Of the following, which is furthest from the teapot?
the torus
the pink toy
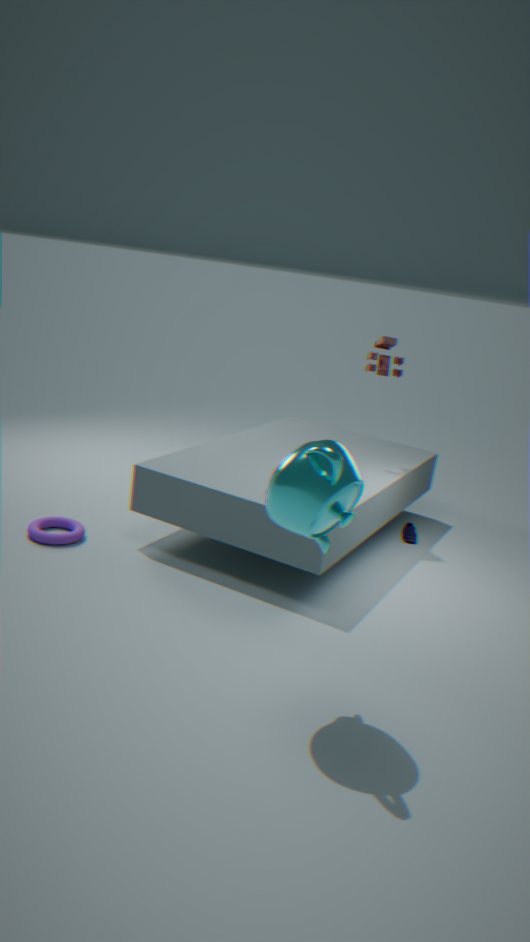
the pink toy
